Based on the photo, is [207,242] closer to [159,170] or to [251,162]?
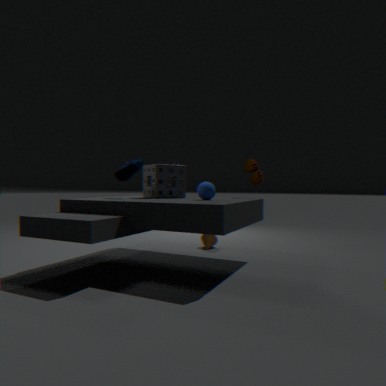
[159,170]
